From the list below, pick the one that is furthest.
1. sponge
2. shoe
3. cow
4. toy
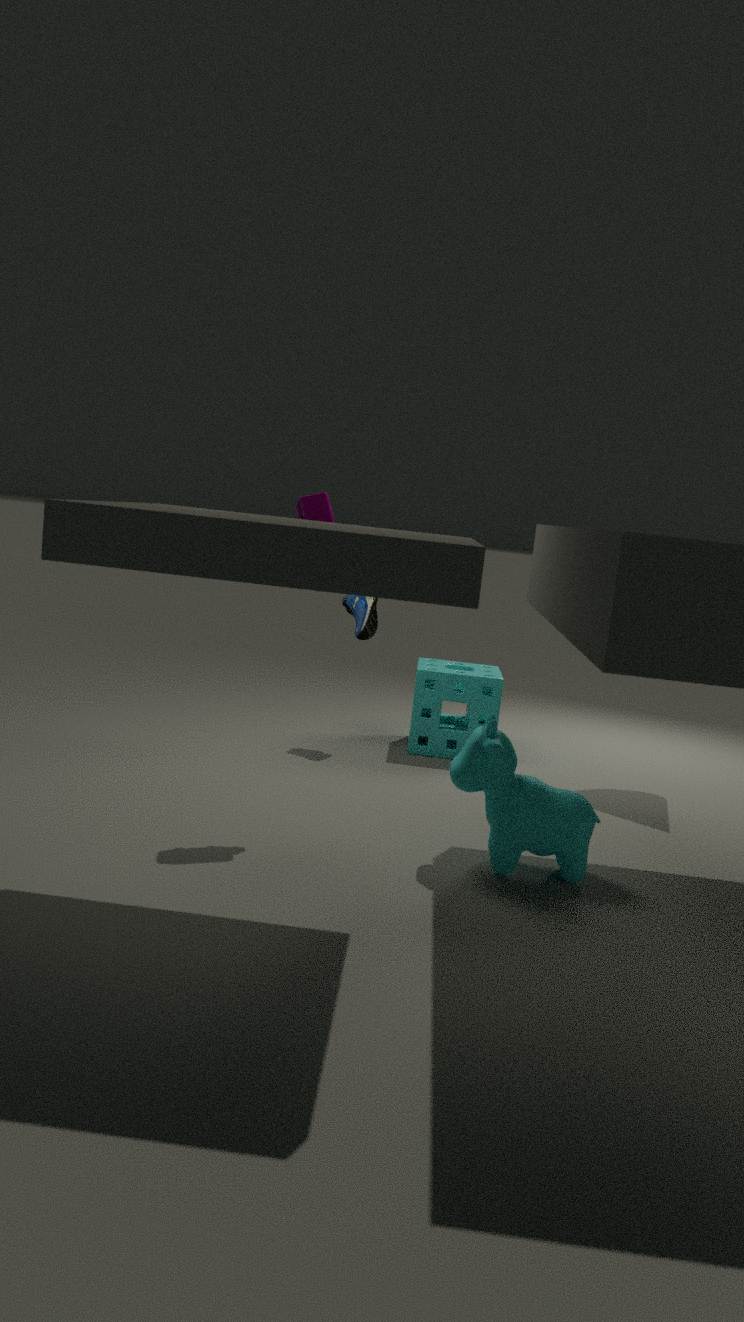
sponge
